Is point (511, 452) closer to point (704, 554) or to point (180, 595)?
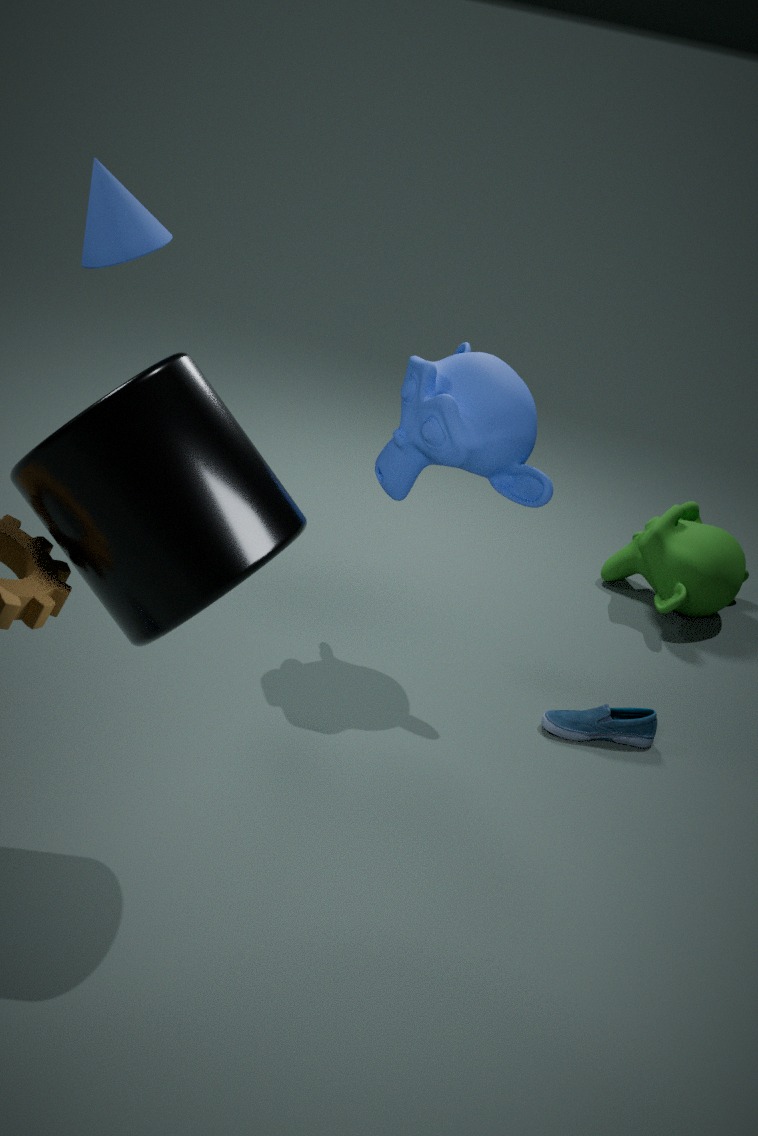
point (704, 554)
